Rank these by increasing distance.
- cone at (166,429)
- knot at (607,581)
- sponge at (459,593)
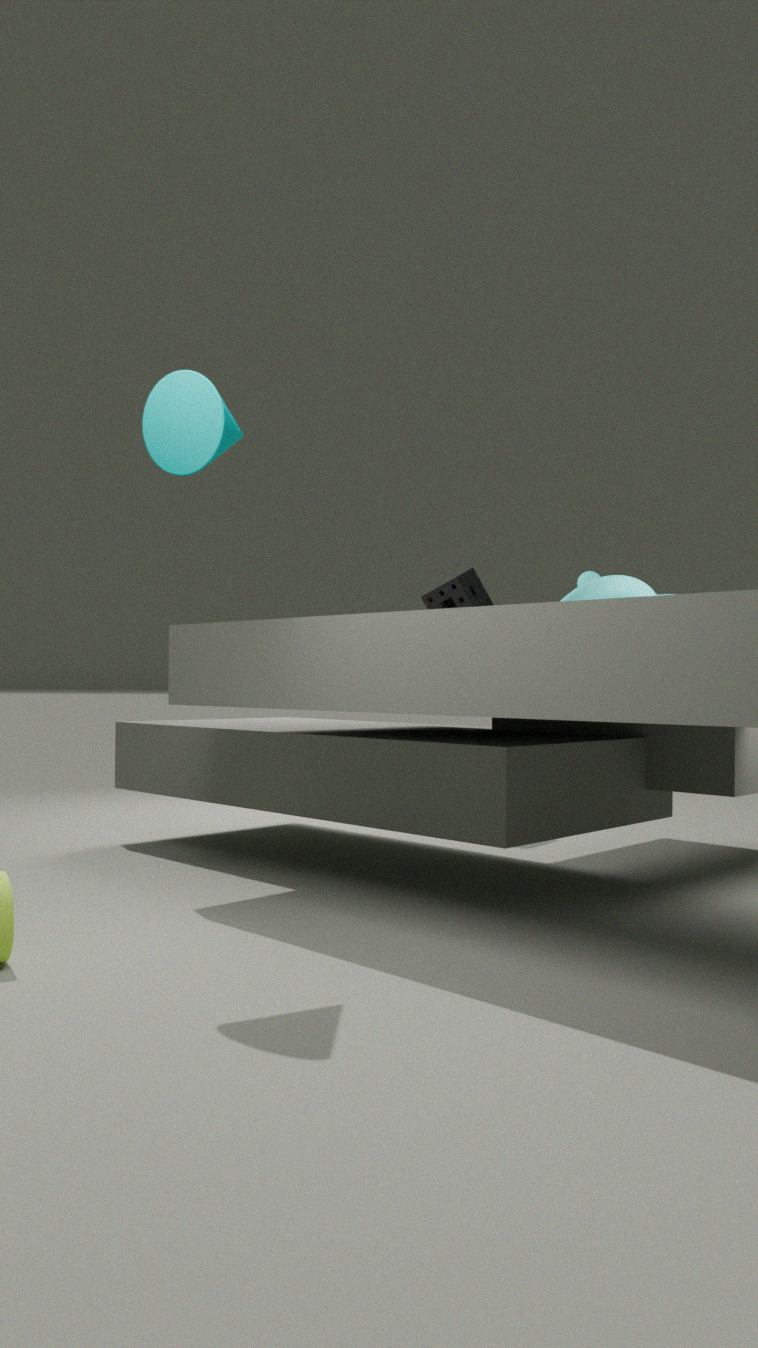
cone at (166,429)
knot at (607,581)
sponge at (459,593)
